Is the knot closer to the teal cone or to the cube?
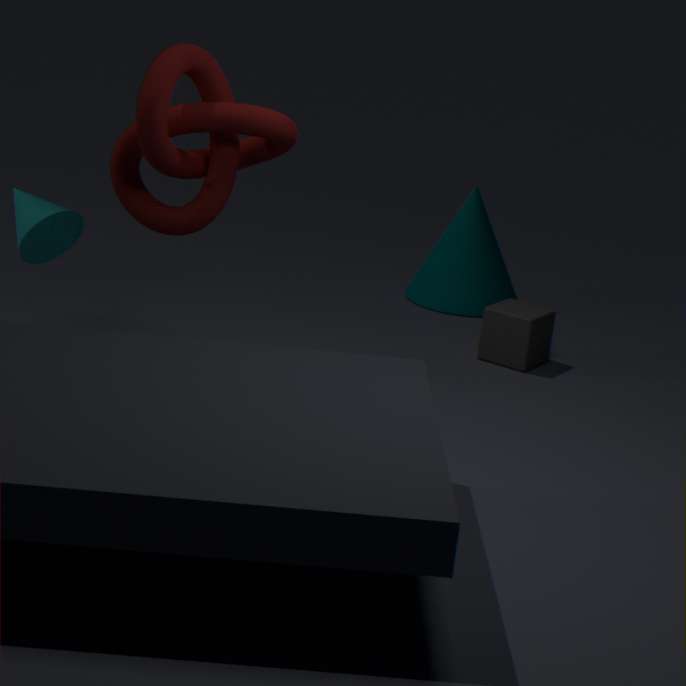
the cube
